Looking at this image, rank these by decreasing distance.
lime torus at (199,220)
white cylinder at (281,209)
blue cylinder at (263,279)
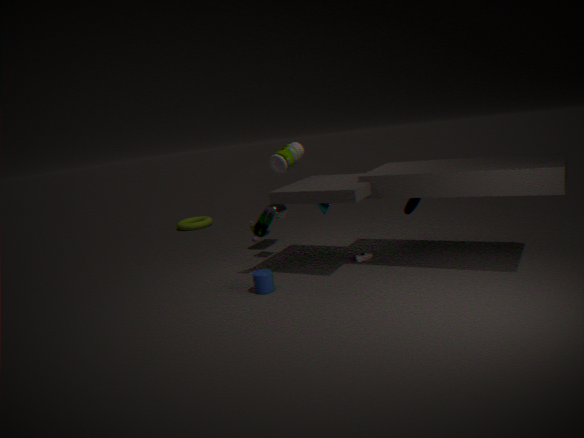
lime torus at (199,220)
white cylinder at (281,209)
blue cylinder at (263,279)
